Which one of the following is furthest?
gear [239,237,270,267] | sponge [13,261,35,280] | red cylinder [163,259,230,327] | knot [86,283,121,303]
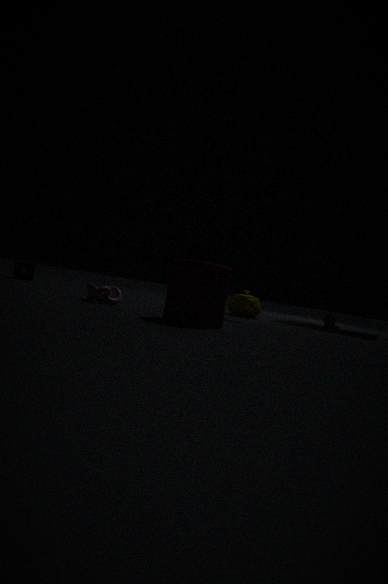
sponge [13,261,35,280]
